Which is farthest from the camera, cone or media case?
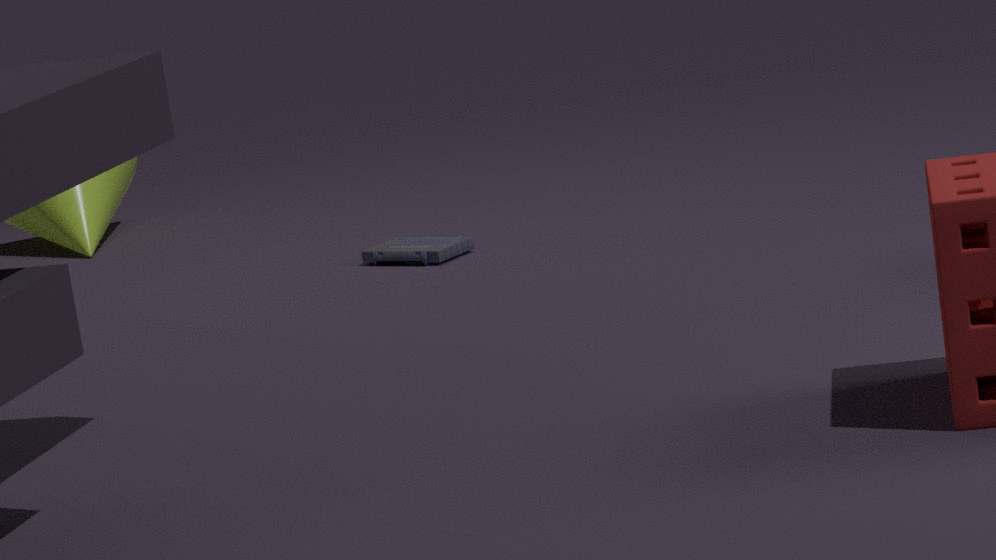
cone
